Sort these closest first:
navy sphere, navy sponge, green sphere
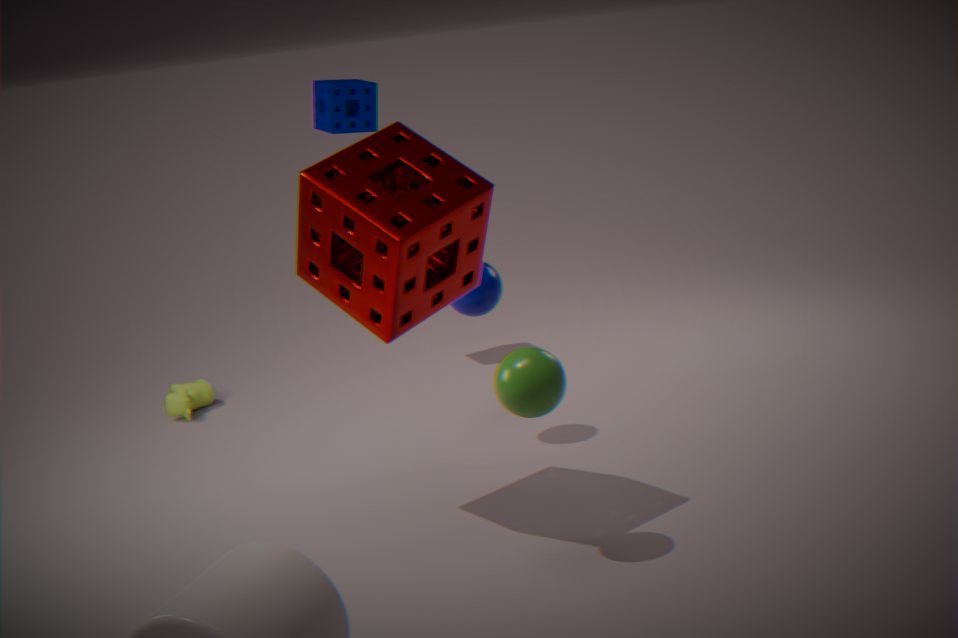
green sphere, navy sphere, navy sponge
